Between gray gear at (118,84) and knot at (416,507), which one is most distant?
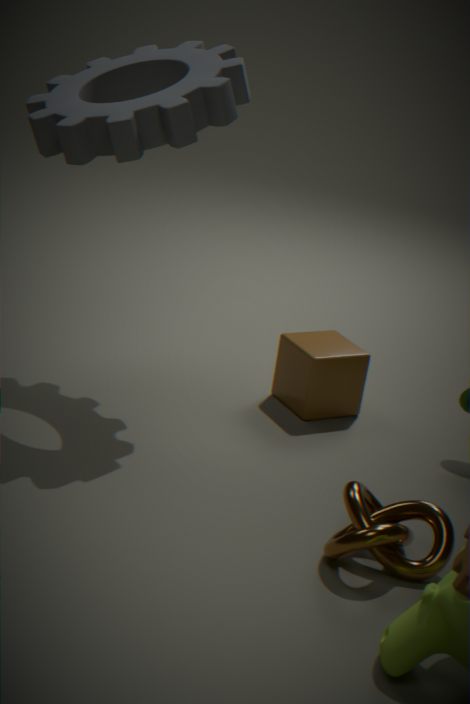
gray gear at (118,84)
